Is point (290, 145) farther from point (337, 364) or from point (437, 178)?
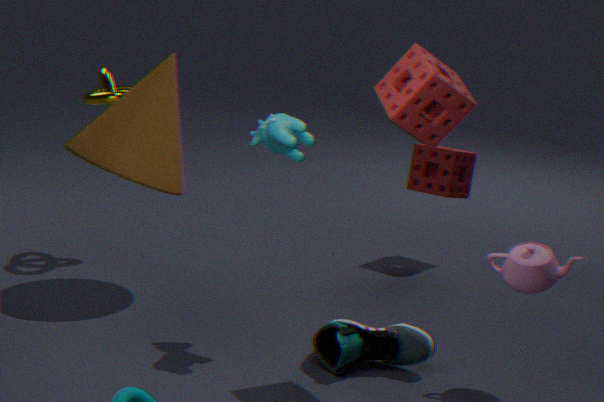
point (437, 178)
